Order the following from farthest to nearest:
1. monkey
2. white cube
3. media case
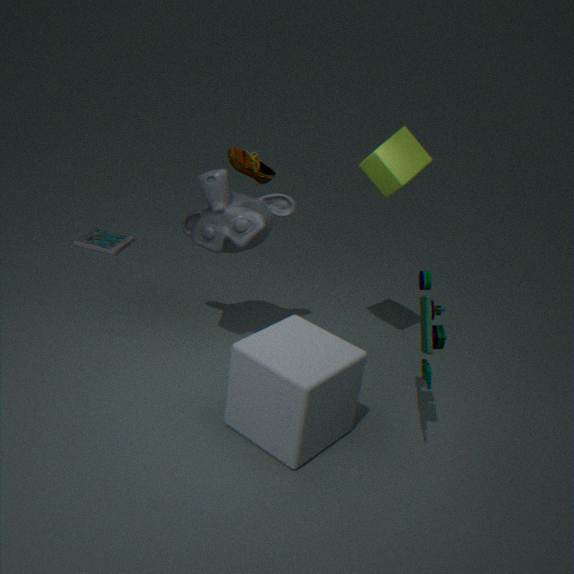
media case → monkey → white cube
